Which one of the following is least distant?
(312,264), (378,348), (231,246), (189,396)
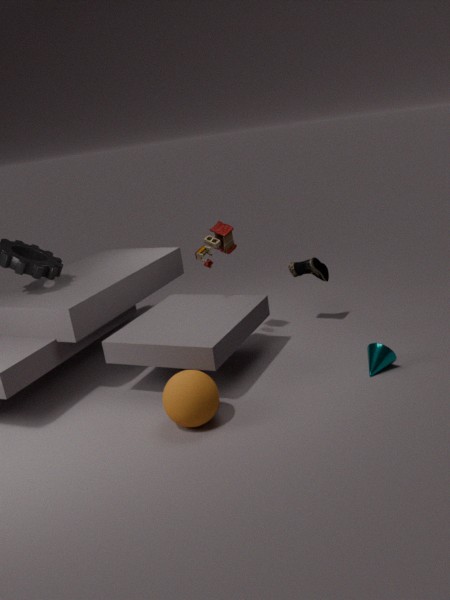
(189,396)
